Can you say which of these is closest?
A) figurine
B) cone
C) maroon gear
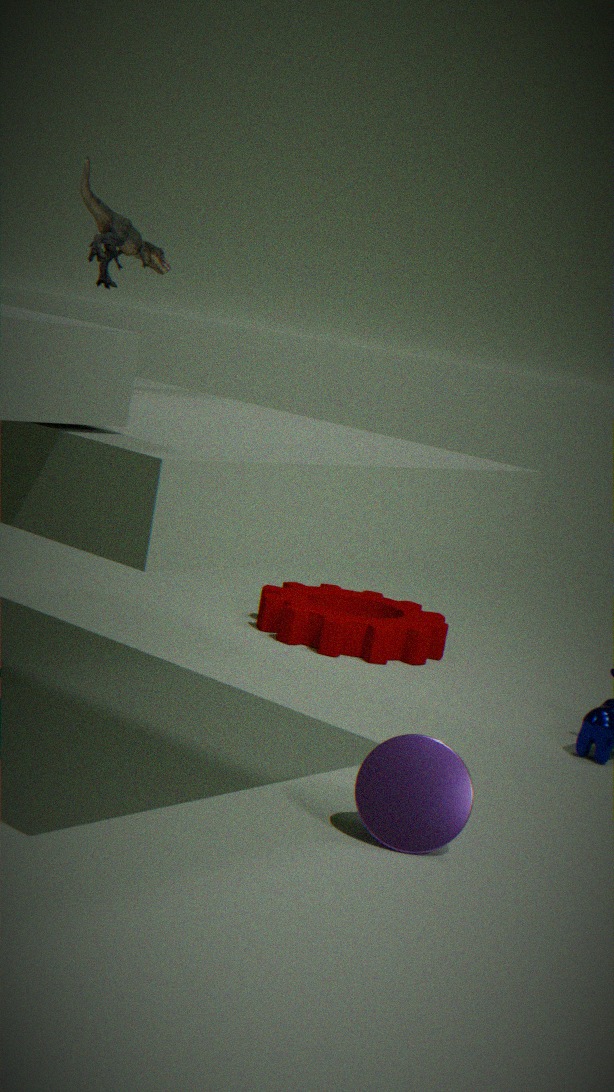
cone
